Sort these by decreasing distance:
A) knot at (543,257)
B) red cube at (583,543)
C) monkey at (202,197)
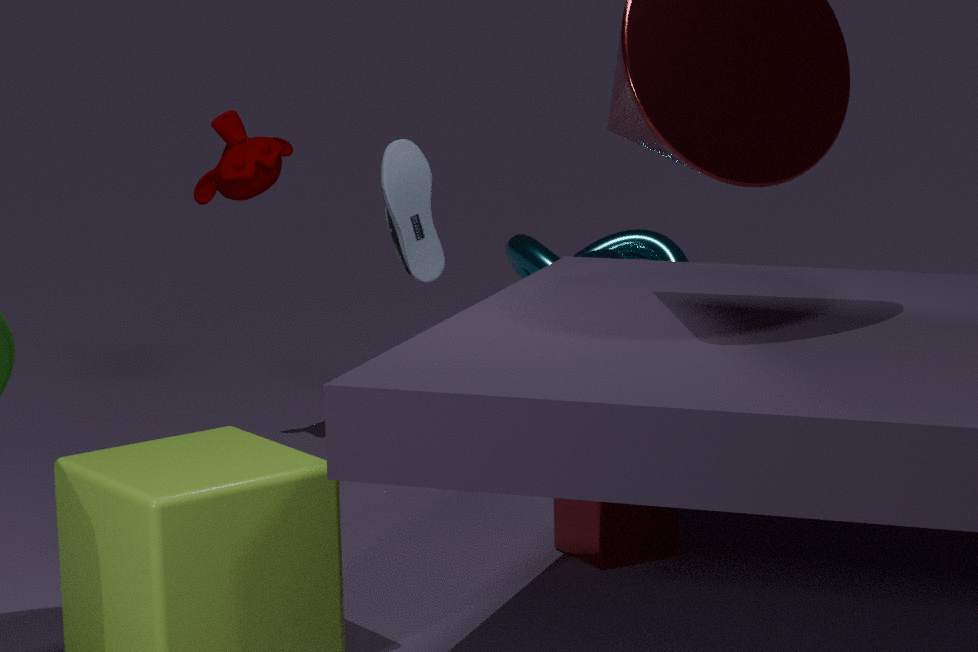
knot at (543,257) < monkey at (202,197) < red cube at (583,543)
